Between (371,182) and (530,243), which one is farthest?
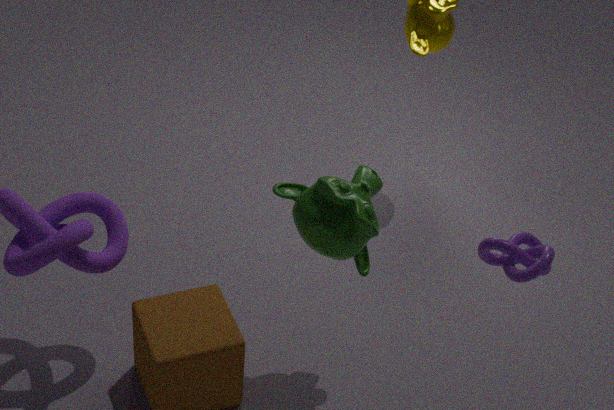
(371,182)
